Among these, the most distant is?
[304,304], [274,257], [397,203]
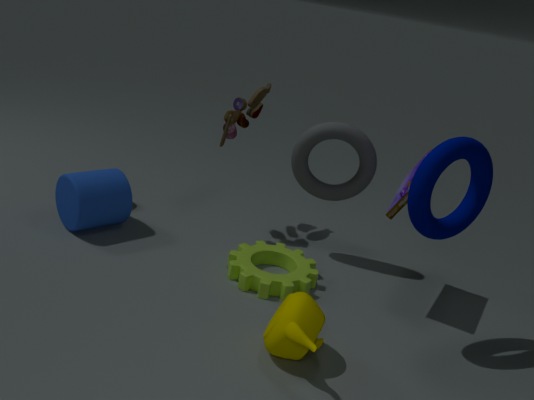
[274,257]
